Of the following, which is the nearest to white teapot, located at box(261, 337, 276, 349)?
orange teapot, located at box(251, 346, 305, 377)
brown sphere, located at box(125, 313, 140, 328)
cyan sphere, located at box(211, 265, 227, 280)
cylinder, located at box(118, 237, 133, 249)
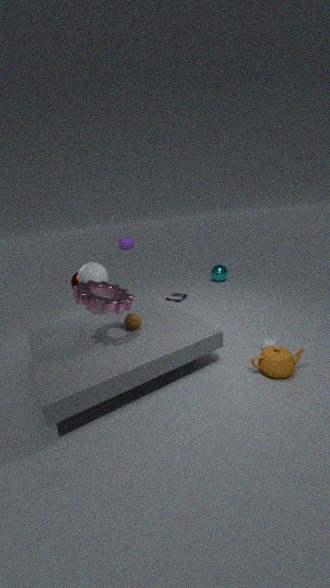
orange teapot, located at box(251, 346, 305, 377)
